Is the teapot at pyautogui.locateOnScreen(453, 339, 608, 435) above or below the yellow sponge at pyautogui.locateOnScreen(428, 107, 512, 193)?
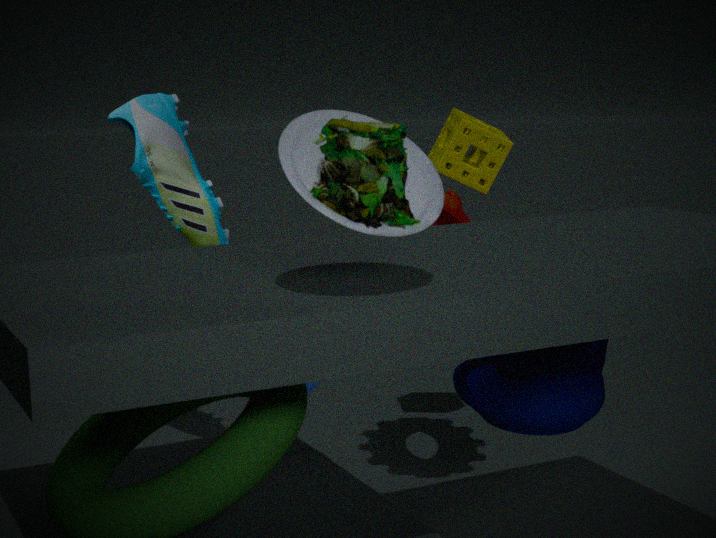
below
